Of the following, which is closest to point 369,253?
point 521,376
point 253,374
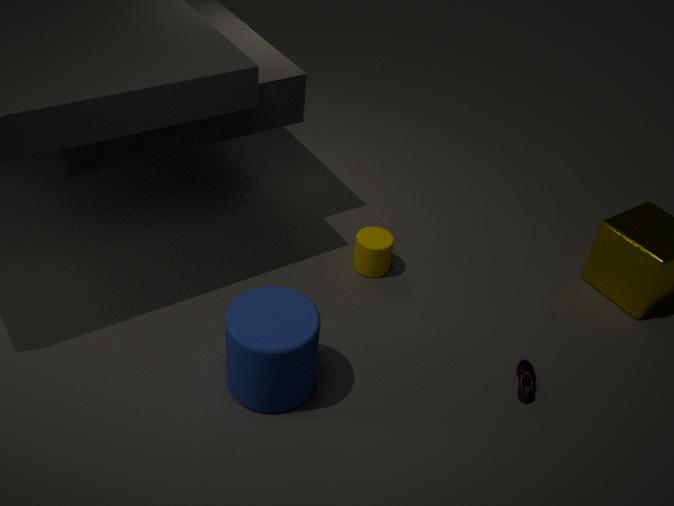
point 253,374
